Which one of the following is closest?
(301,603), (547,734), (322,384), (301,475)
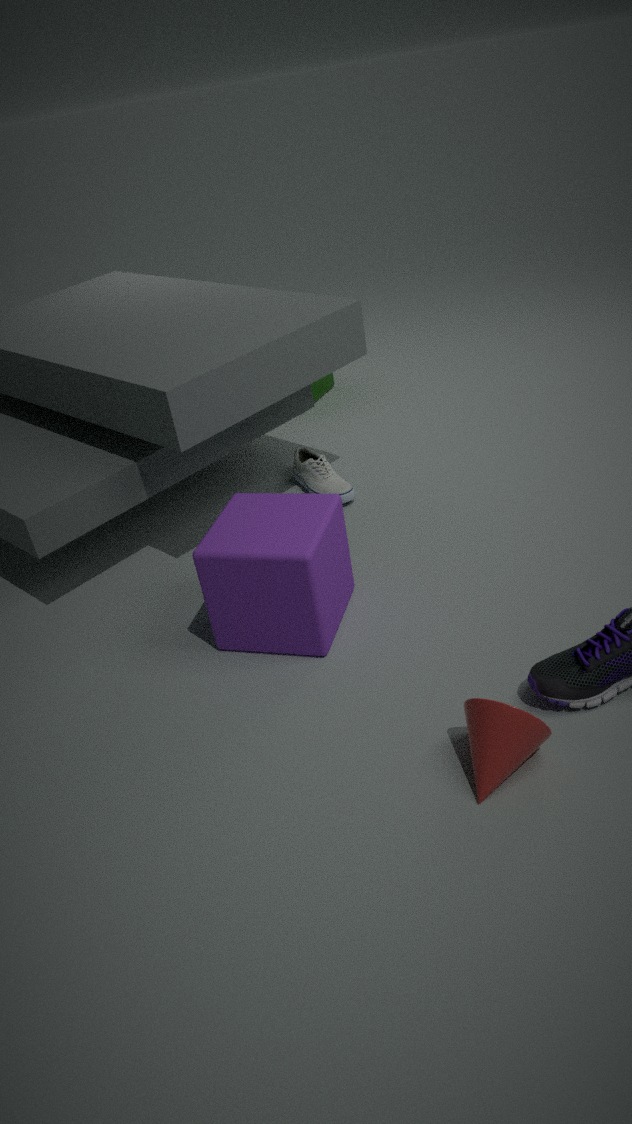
(547,734)
